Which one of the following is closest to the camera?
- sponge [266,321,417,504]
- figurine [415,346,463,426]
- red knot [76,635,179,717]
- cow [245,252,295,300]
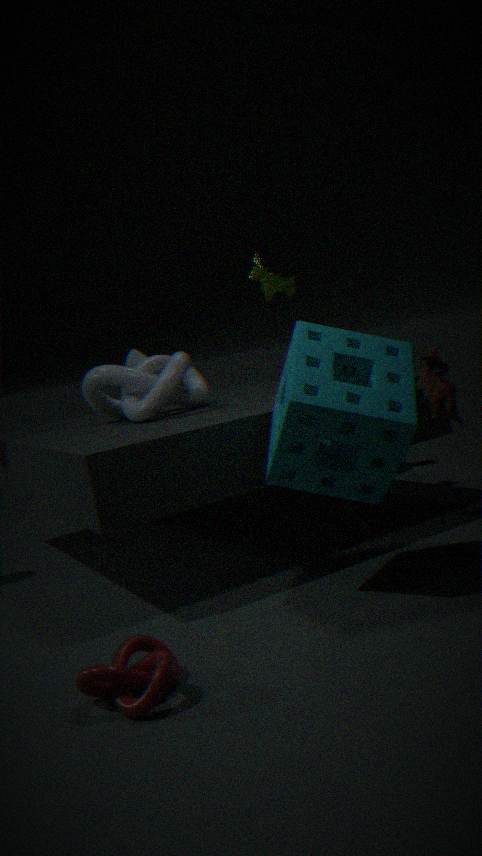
red knot [76,635,179,717]
